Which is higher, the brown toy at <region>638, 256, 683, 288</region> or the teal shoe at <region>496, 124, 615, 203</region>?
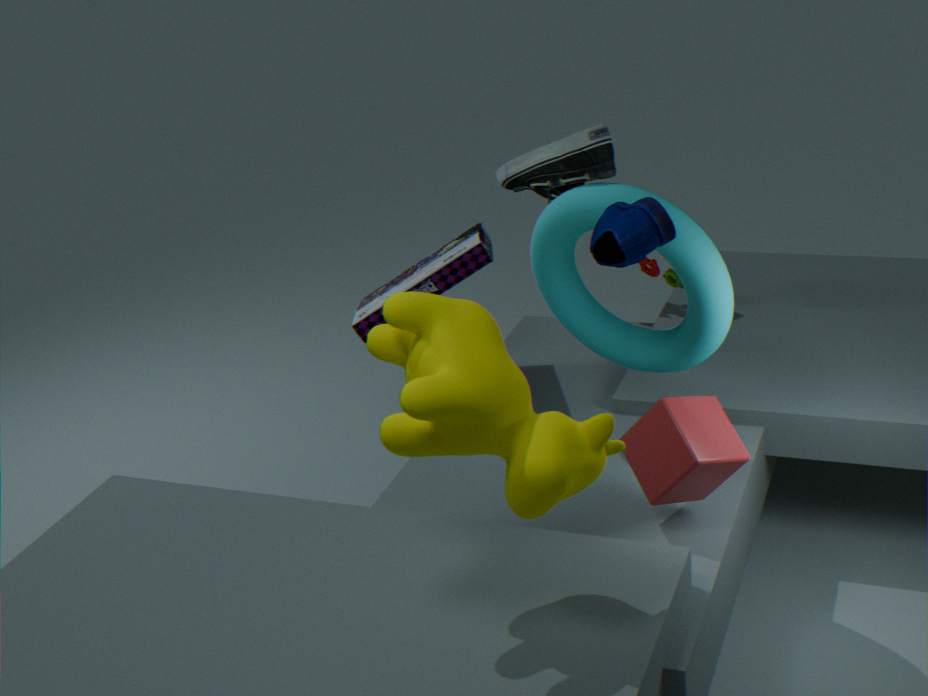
the teal shoe at <region>496, 124, 615, 203</region>
